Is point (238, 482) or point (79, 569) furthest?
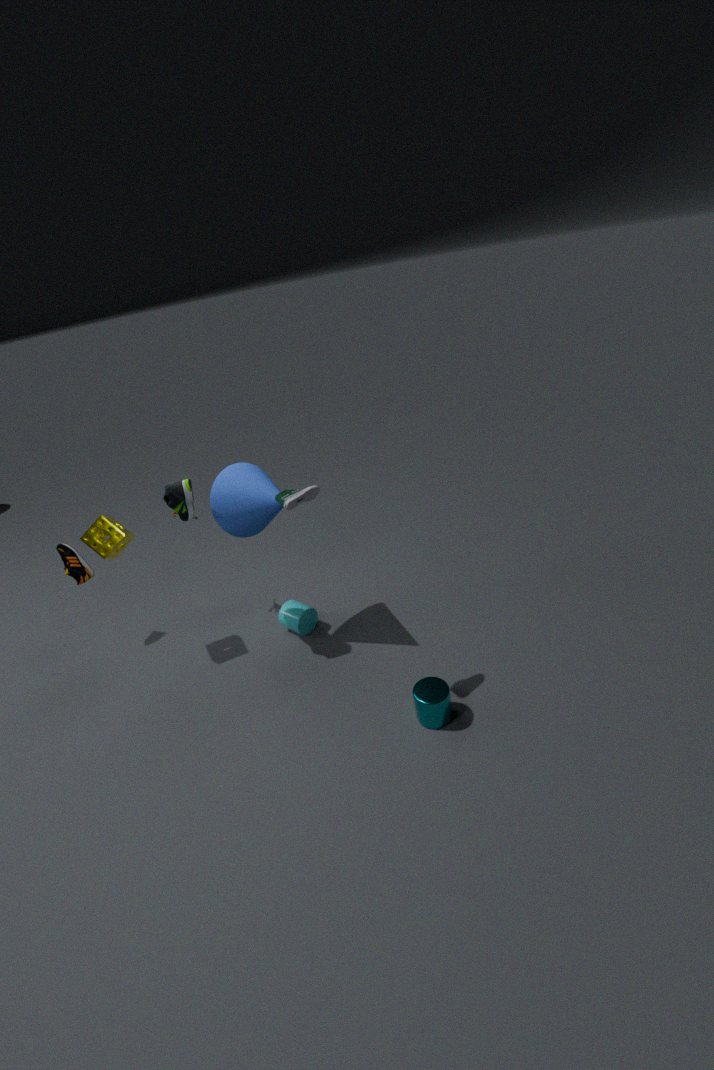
point (79, 569)
